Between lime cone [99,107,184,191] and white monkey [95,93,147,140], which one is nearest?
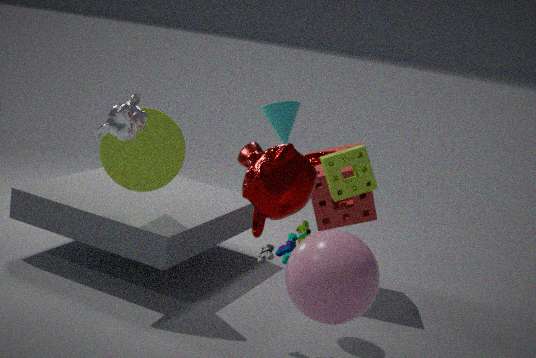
white monkey [95,93,147,140]
